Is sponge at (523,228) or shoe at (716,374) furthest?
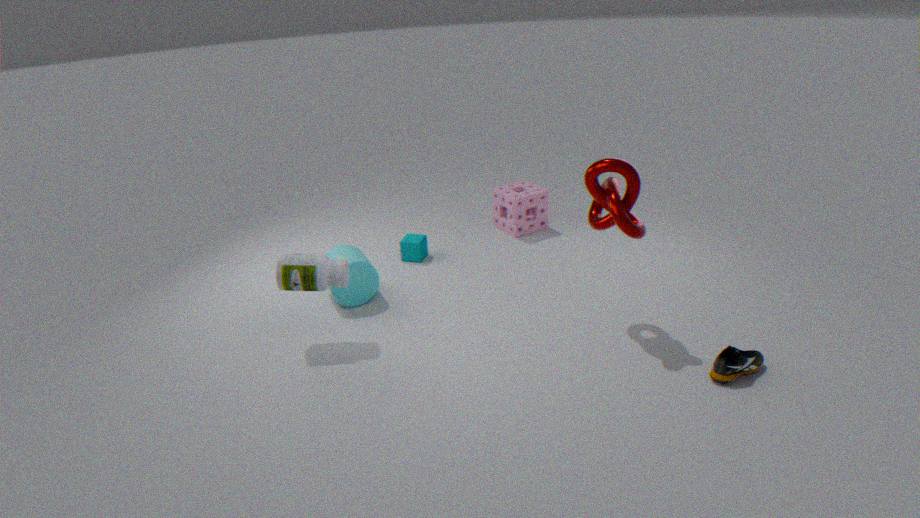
sponge at (523,228)
